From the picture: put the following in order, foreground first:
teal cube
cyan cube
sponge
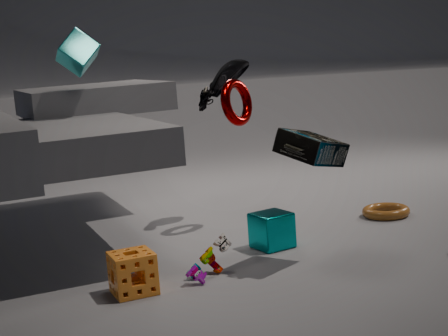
sponge
teal cube
cyan cube
